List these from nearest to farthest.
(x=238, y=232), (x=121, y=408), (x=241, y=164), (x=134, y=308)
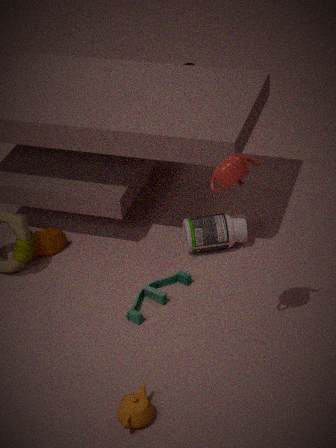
(x=241, y=164) → (x=121, y=408) → (x=134, y=308) → (x=238, y=232)
